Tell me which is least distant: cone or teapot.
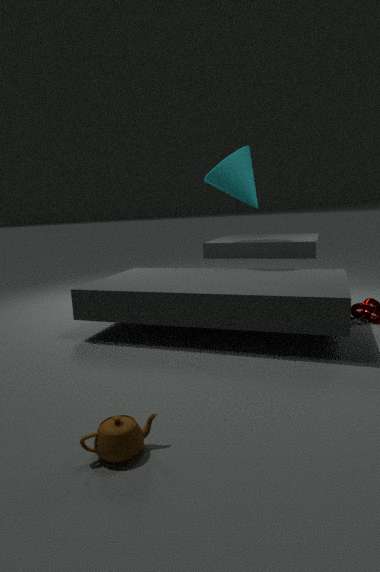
teapot
